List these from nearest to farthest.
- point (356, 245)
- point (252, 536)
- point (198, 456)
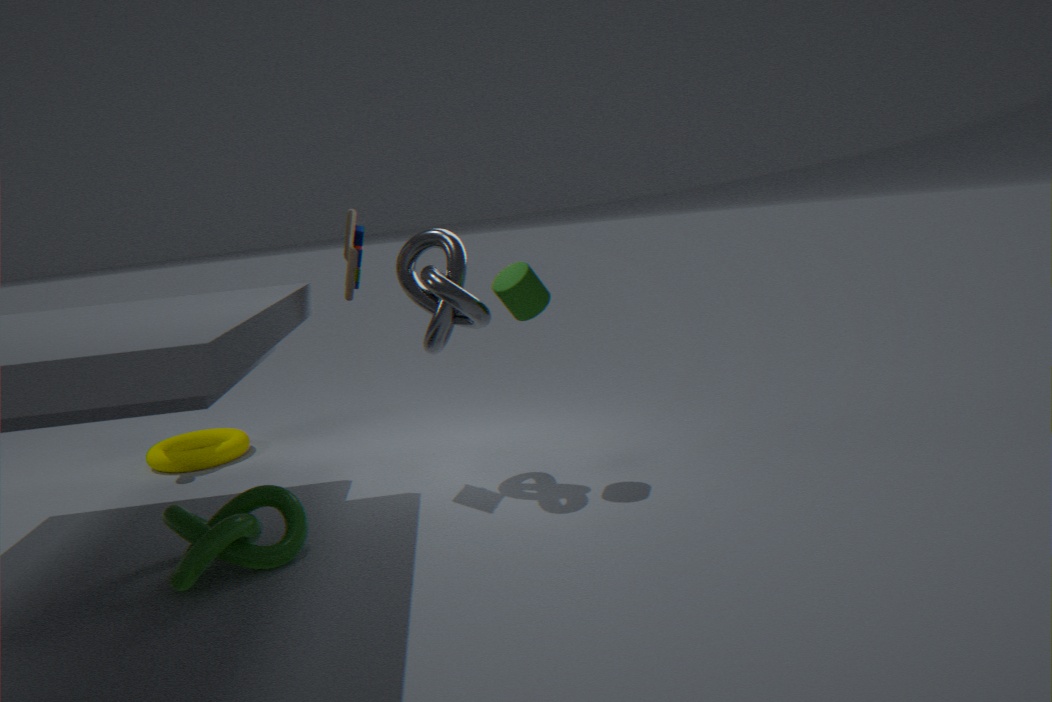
point (252, 536), point (356, 245), point (198, 456)
